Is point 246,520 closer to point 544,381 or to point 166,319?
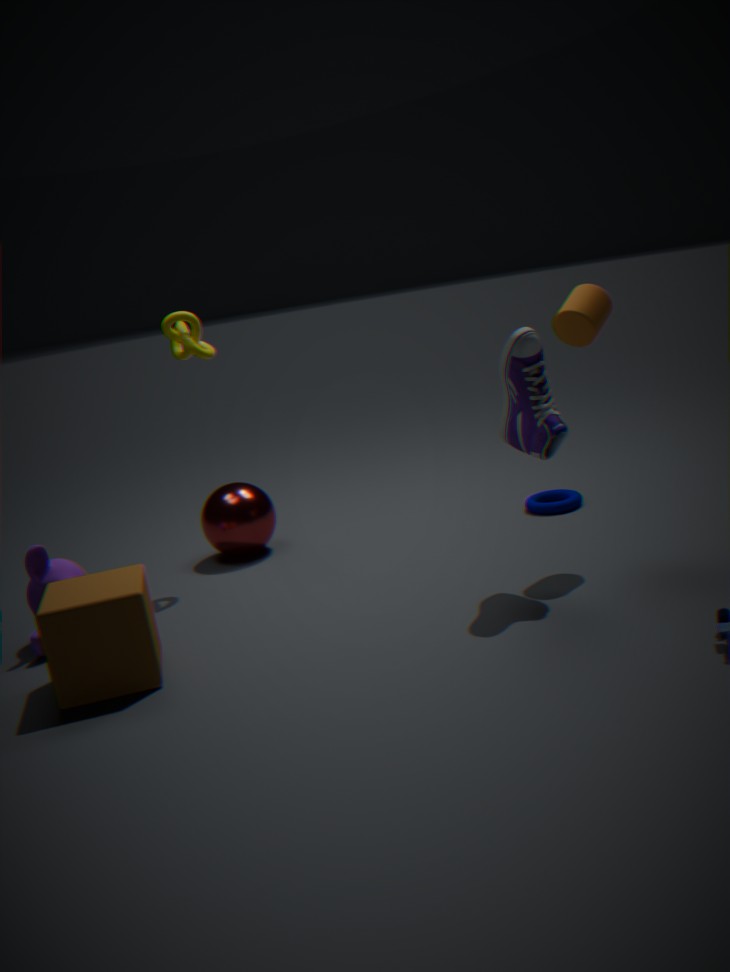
point 166,319
